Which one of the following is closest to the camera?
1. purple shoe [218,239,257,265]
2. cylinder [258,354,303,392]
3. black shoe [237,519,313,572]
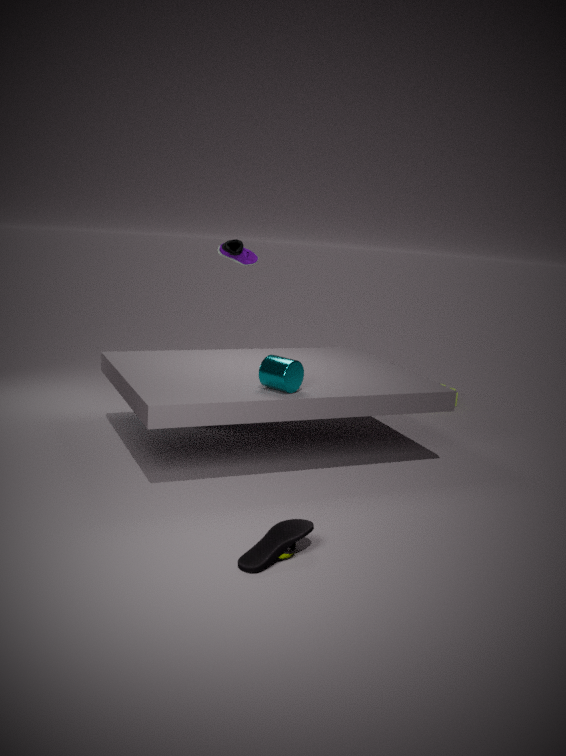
black shoe [237,519,313,572]
